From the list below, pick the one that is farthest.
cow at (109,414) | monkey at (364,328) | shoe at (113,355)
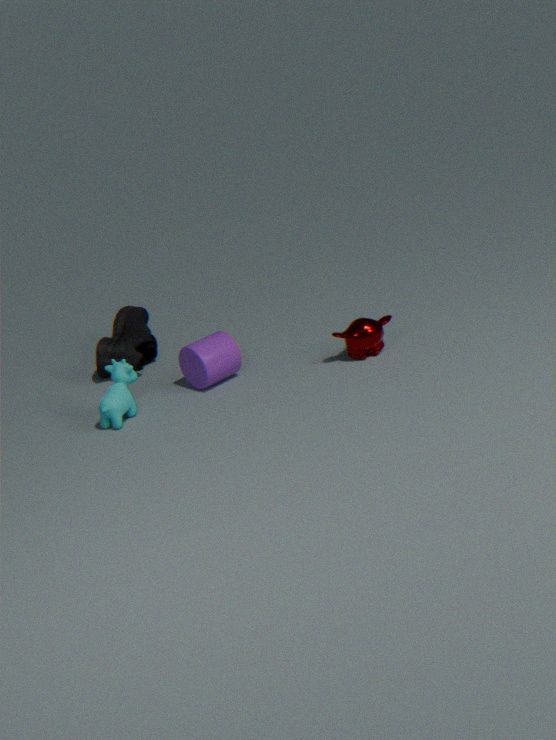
shoe at (113,355)
